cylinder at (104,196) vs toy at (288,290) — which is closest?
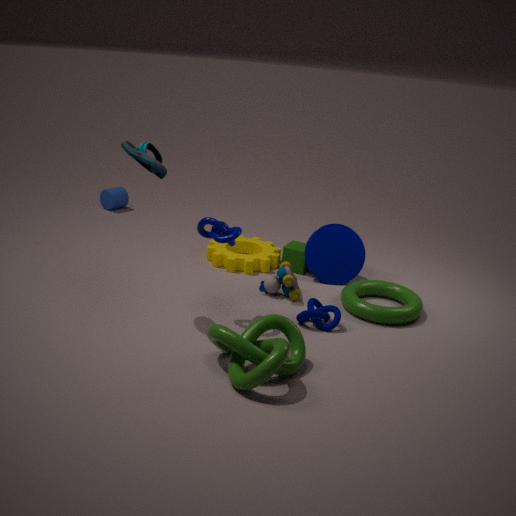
toy at (288,290)
